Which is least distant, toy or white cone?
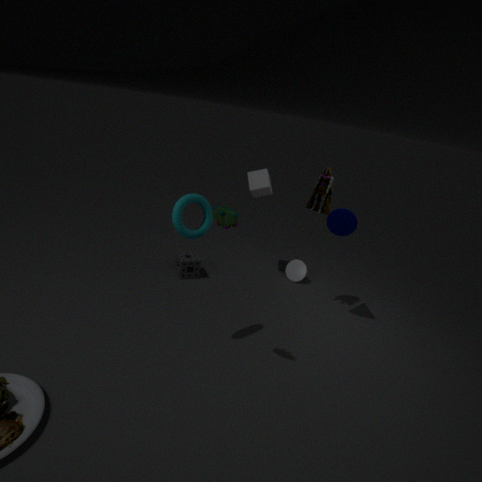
toy
